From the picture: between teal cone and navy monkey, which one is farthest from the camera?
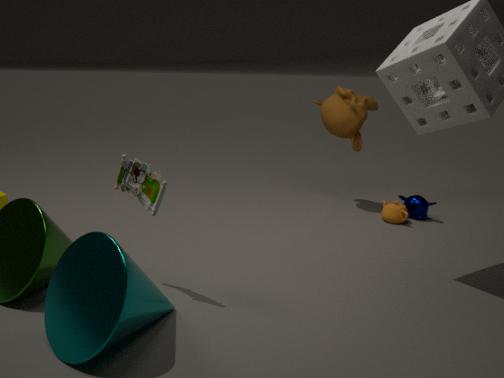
navy monkey
